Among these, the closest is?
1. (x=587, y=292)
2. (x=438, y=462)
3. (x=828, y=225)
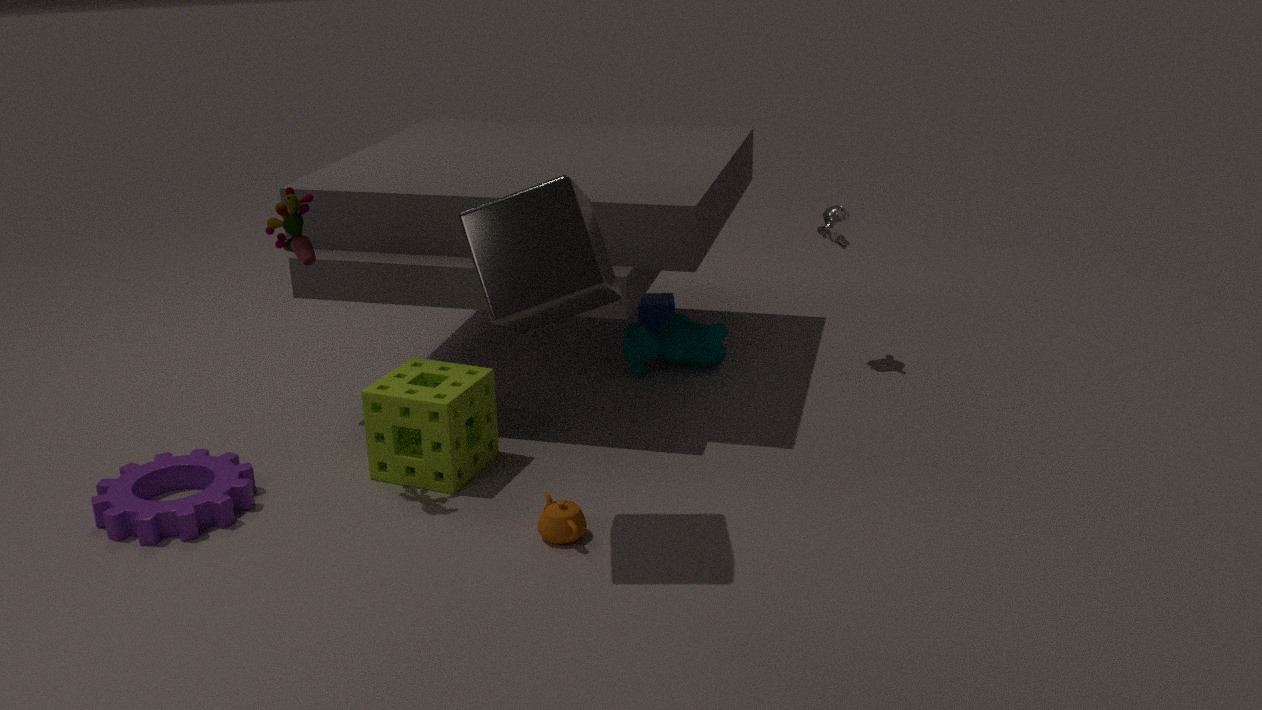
(x=587, y=292)
